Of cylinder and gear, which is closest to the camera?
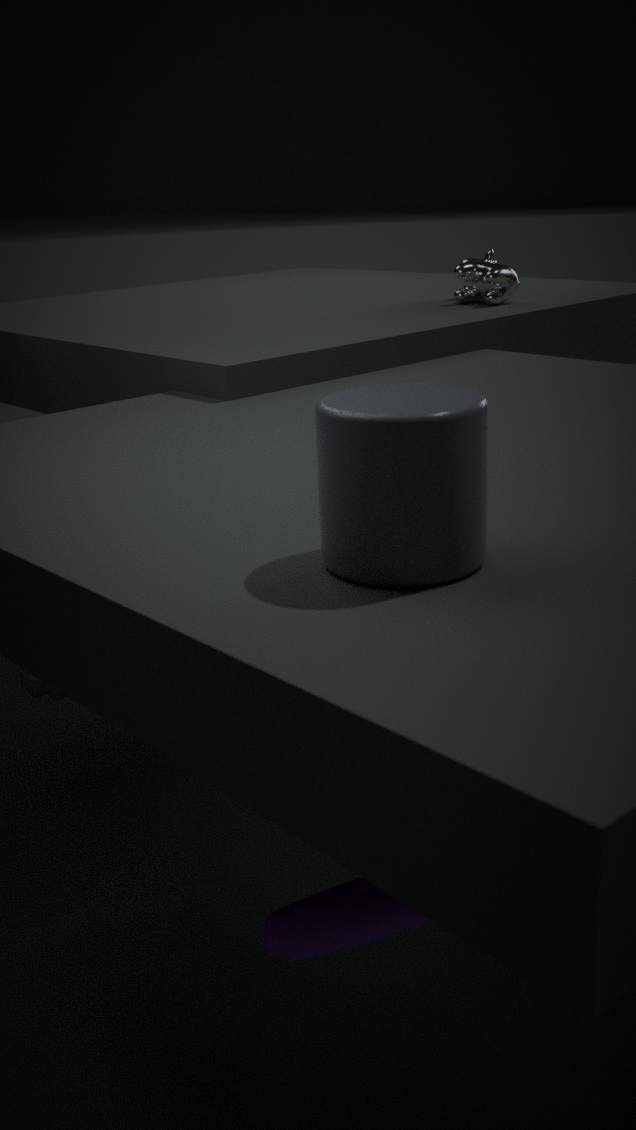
cylinder
